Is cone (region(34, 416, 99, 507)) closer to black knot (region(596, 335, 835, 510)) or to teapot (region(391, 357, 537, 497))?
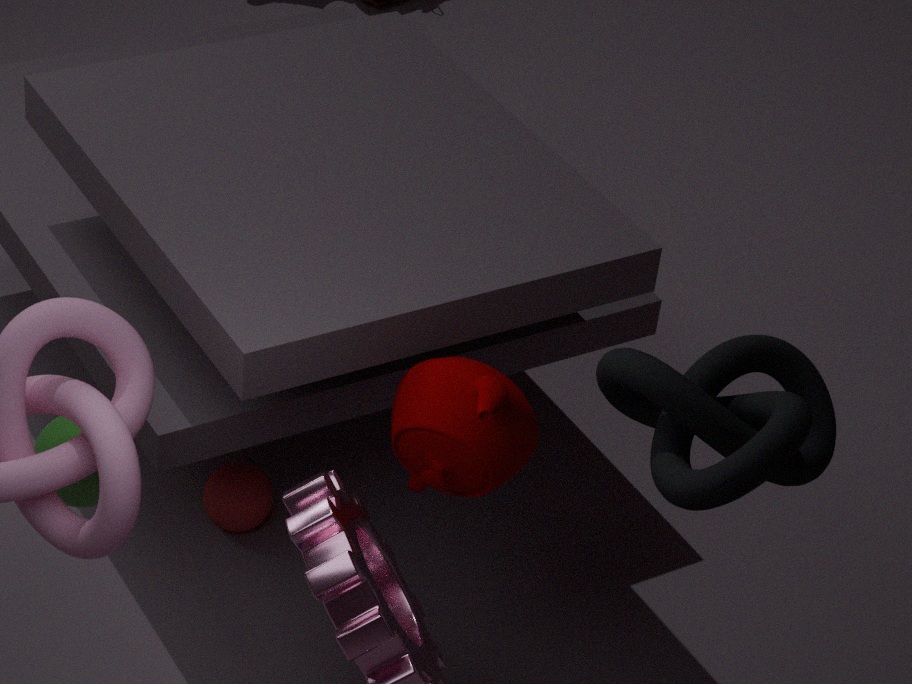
teapot (region(391, 357, 537, 497))
